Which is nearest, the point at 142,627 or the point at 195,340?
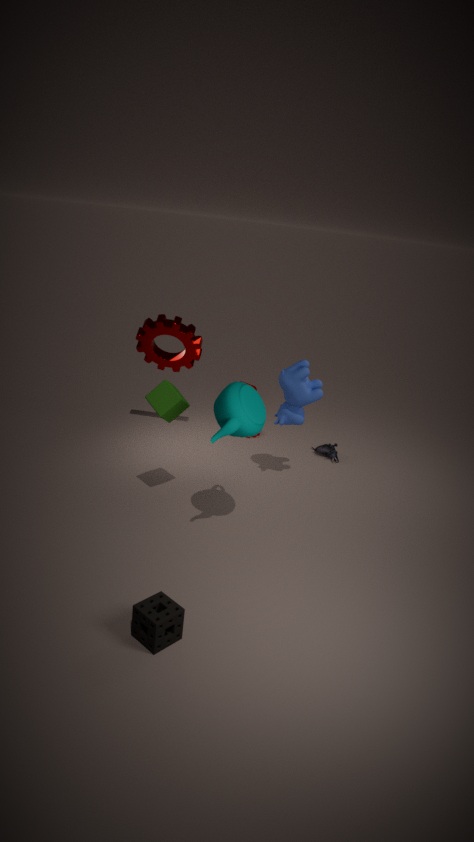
the point at 142,627
